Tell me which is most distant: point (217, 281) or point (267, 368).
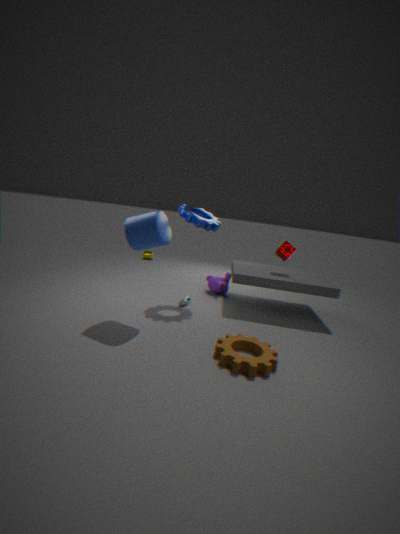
point (217, 281)
